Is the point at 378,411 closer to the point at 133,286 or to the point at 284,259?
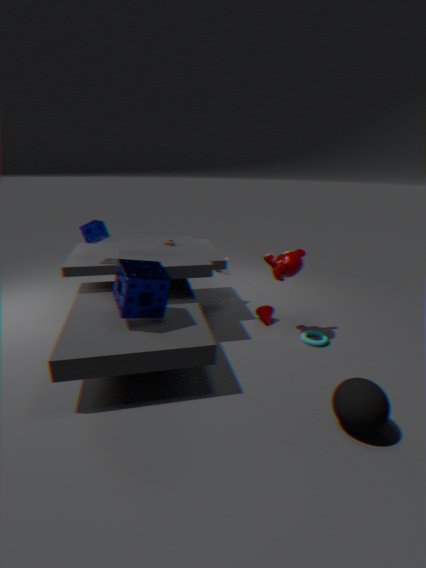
the point at 284,259
